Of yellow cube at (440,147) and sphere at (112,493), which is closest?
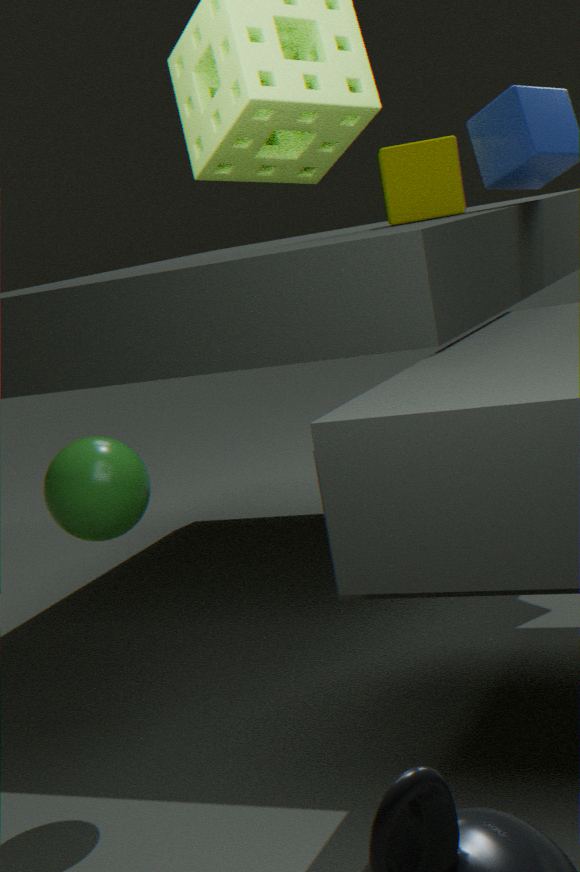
sphere at (112,493)
